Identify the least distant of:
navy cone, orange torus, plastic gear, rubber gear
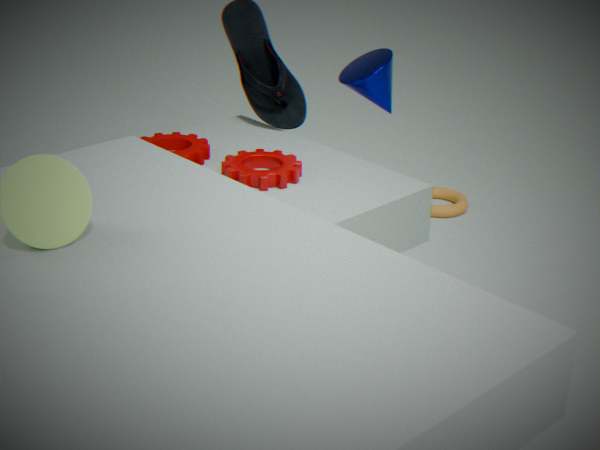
plastic gear
